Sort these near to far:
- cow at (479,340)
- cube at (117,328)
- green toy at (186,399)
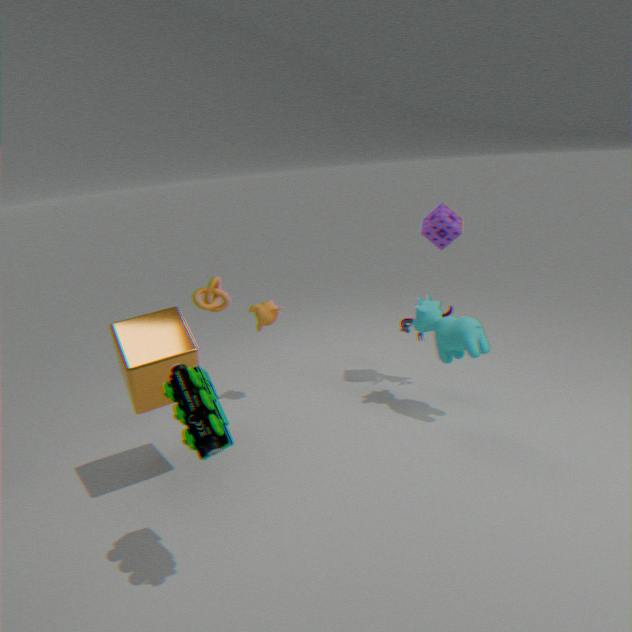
1. green toy at (186,399)
2. cube at (117,328)
3. cow at (479,340)
